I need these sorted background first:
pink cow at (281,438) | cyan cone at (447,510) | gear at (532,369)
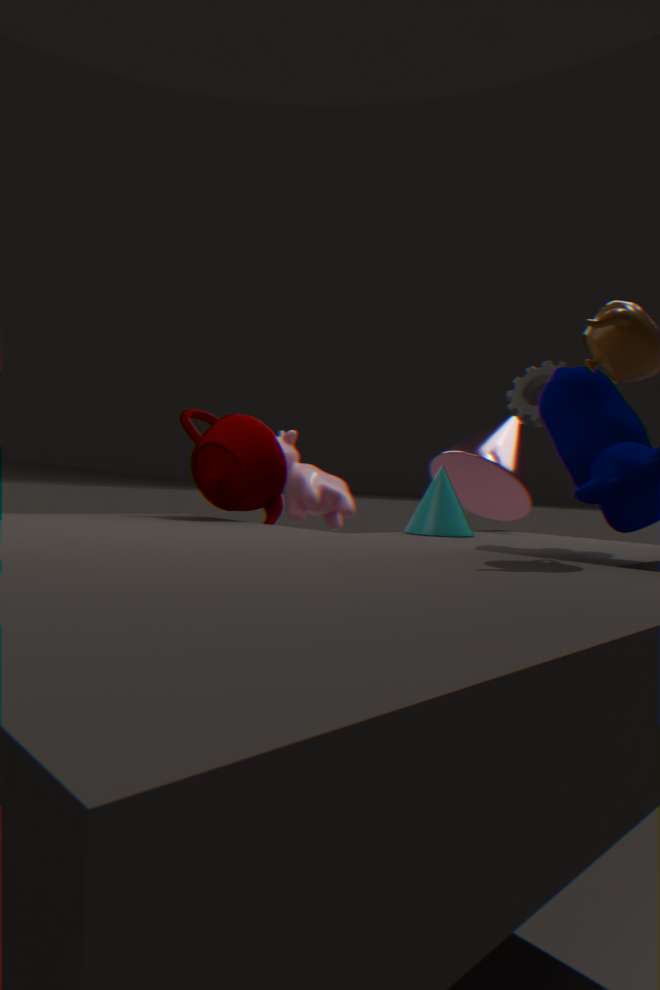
pink cow at (281,438) < gear at (532,369) < cyan cone at (447,510)
